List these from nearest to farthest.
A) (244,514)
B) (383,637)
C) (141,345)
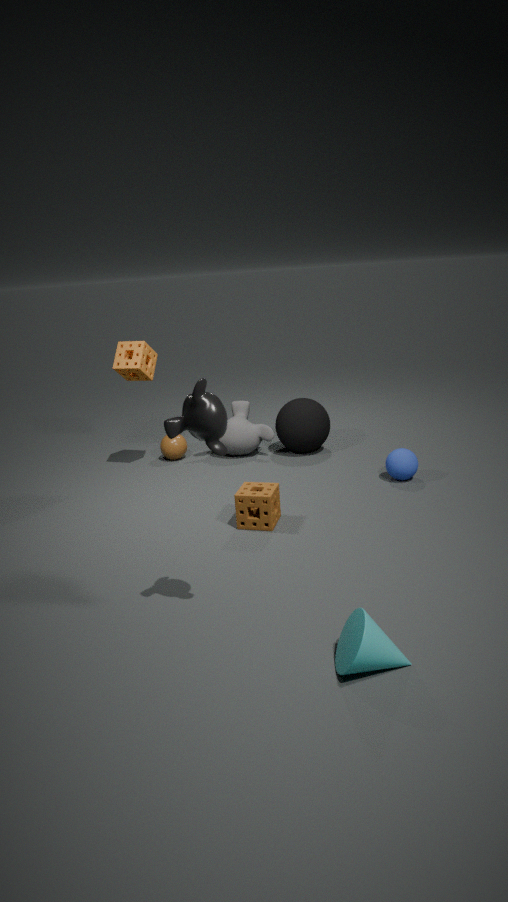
(383,637) < (244,514) < (141,345)
